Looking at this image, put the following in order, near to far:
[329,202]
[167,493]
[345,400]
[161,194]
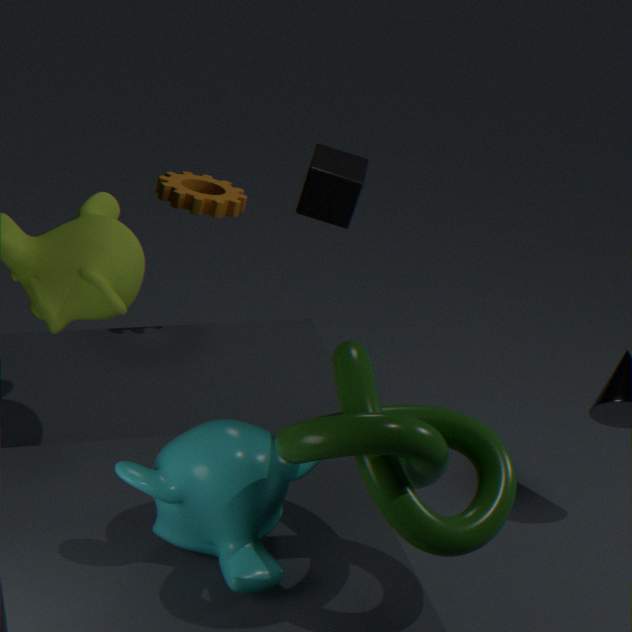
[345,400] < [167,493] < [161,194] < [329,202]
